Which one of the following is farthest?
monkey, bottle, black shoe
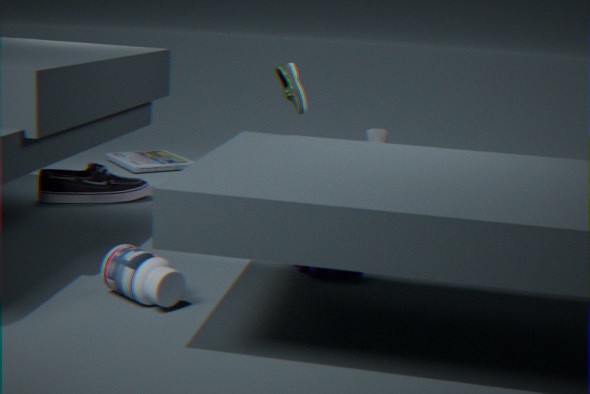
monkey
